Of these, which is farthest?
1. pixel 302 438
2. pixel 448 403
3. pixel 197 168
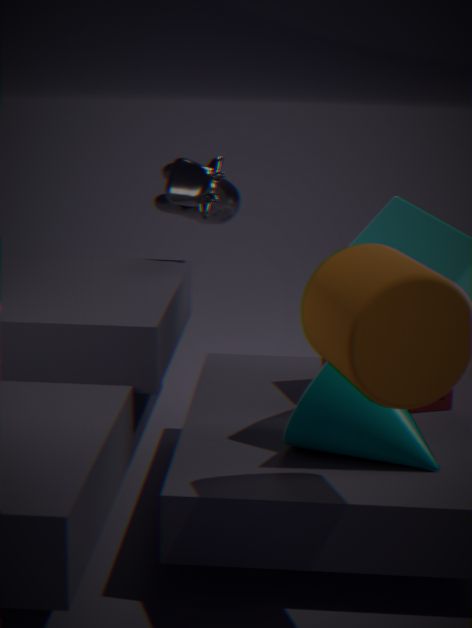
pixel 197 168
